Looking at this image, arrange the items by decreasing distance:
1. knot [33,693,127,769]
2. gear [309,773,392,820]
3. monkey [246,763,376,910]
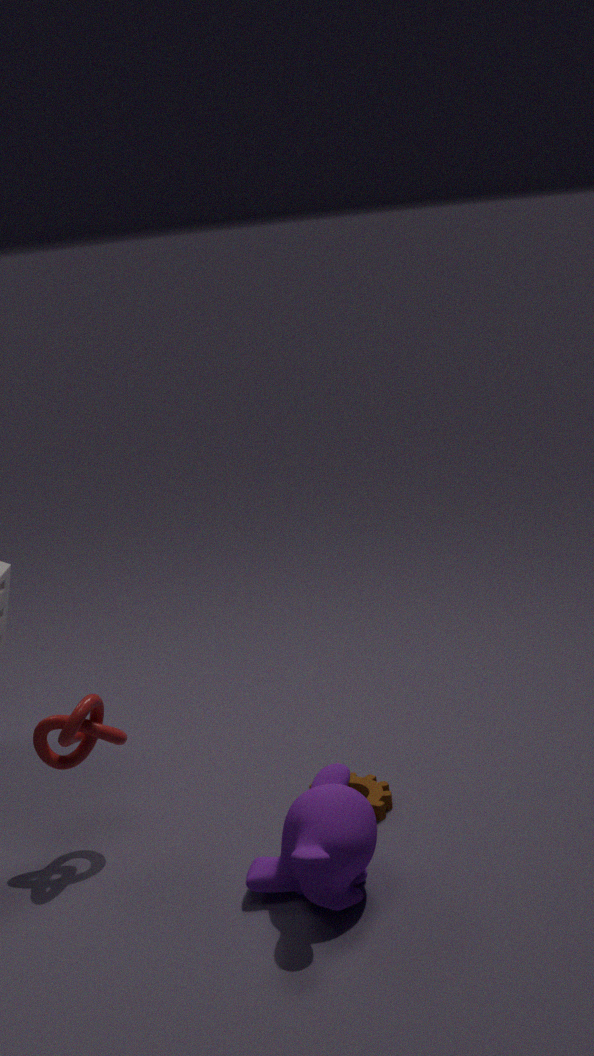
1. gear [309,773,392,820]
2. knot [33,693,127,769]
3. monkey [246,763,376,910]
